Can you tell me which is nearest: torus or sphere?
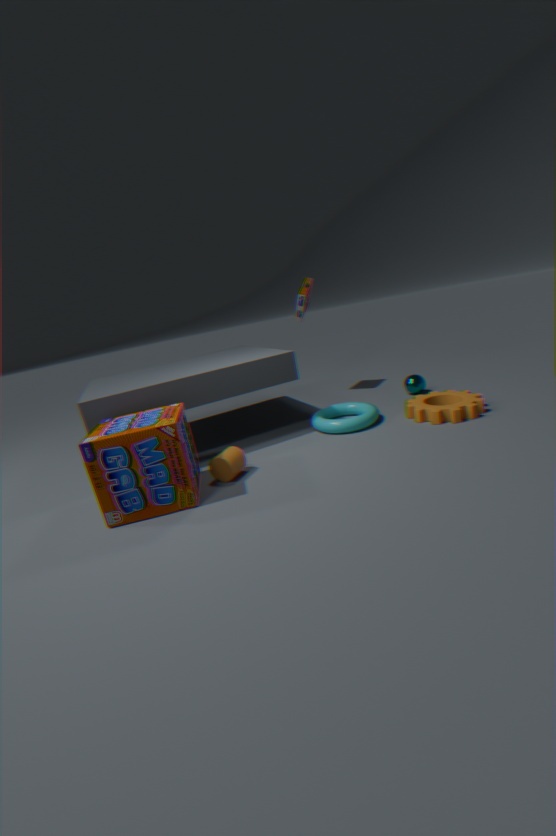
torus
